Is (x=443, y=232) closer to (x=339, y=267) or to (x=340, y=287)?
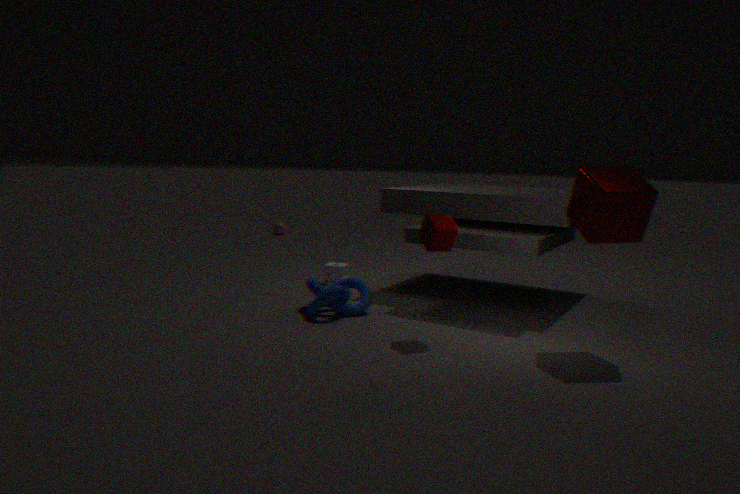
(x=340, y=287)
